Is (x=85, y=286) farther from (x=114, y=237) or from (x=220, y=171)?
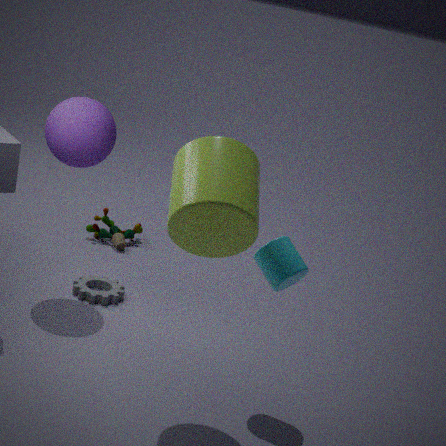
(x=220, y=171)
